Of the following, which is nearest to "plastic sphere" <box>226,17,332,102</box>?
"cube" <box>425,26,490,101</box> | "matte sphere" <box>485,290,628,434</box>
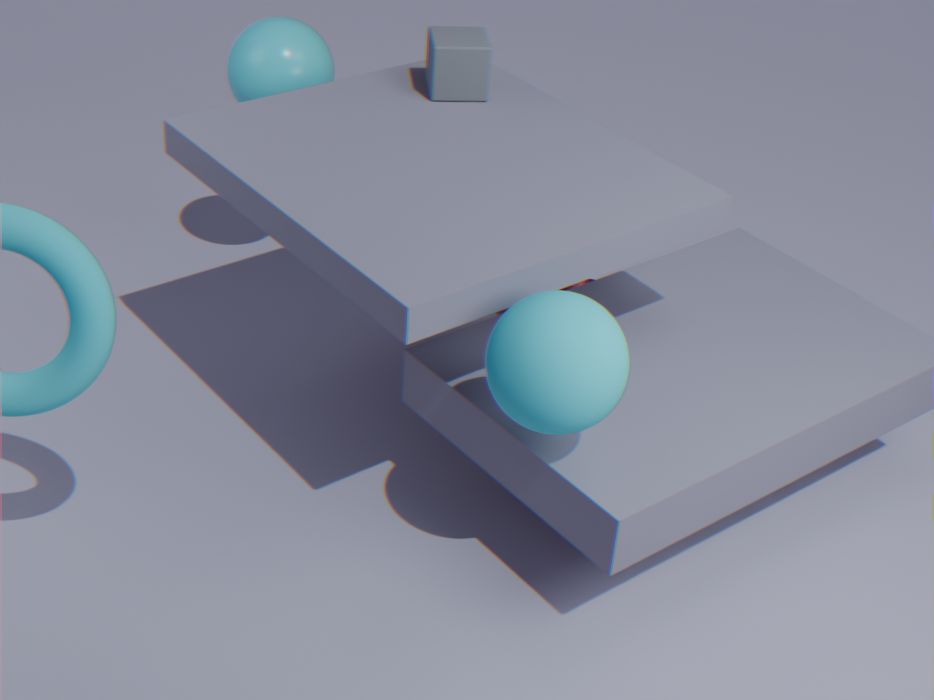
"cube" <box>425,26,490,101</box>
